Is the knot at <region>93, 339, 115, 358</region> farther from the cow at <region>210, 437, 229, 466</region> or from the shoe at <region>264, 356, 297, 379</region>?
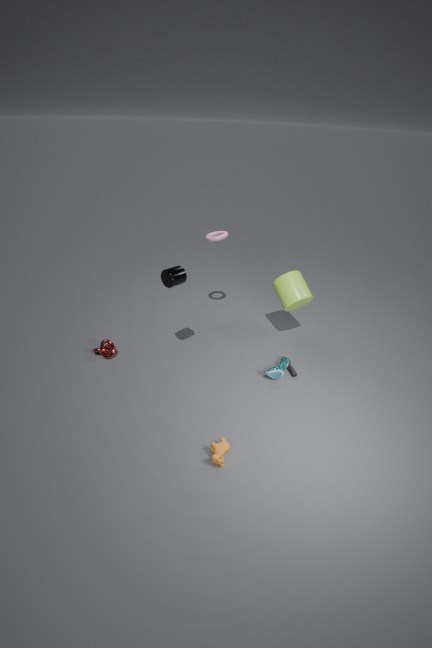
the shoe at <region>264, 356, 297, 379</region>
